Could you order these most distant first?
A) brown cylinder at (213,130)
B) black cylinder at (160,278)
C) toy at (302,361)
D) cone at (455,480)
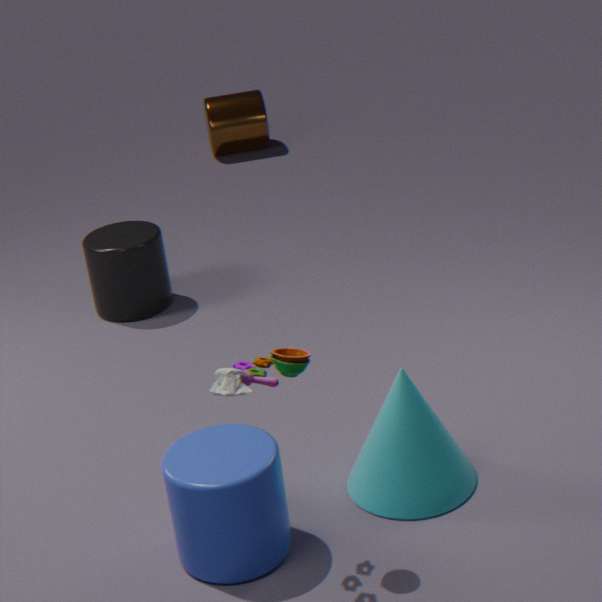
1. brown cylinder at (213,130)
2. black cylinder at (160,278)
3. cone at (455,480)
4. toy at (302,361)
